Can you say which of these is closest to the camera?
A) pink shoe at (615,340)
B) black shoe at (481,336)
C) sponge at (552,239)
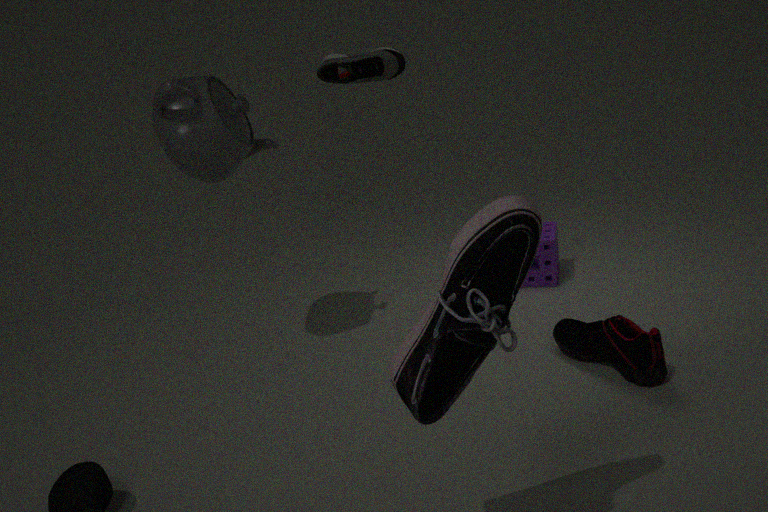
B. black shoe at (481,336)
